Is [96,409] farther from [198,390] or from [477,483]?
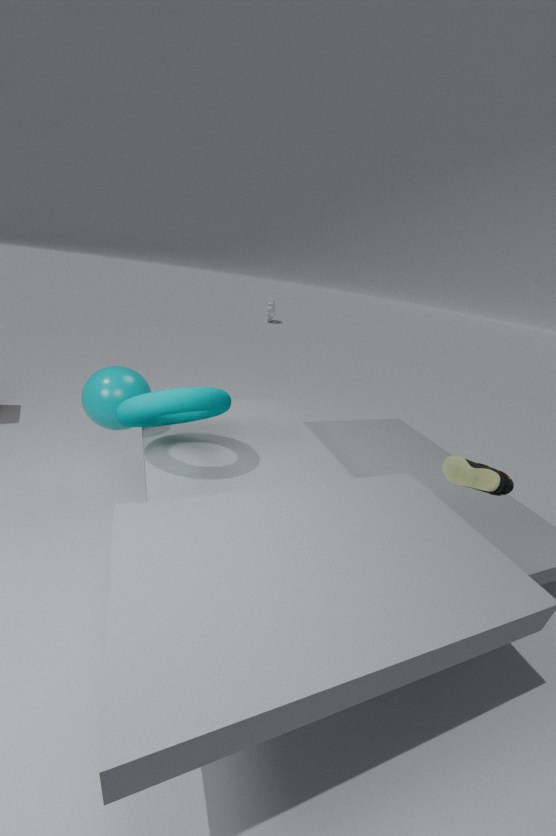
[477,483]
